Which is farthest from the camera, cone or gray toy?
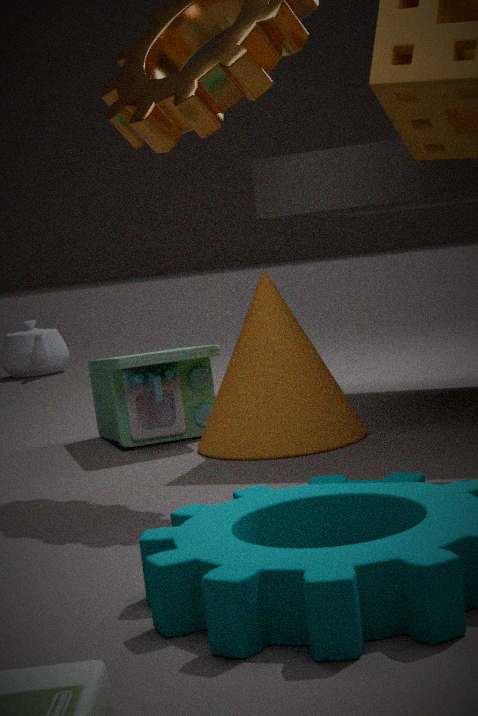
gray toy
